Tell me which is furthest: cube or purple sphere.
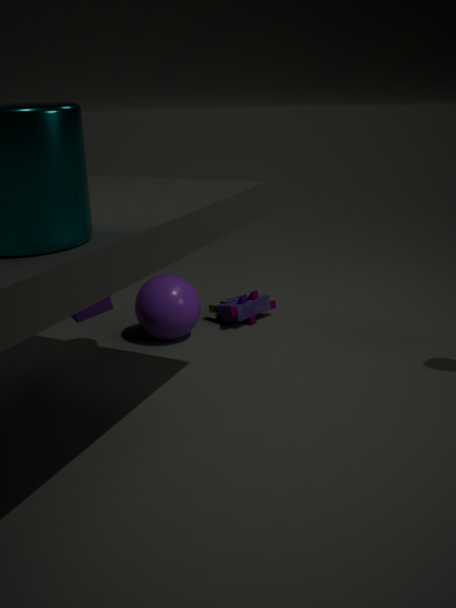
purple sphere
